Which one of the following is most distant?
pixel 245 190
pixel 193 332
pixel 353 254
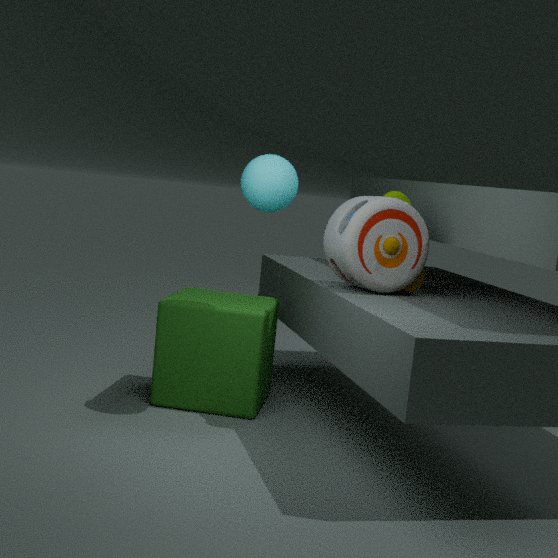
pixel 193 332
